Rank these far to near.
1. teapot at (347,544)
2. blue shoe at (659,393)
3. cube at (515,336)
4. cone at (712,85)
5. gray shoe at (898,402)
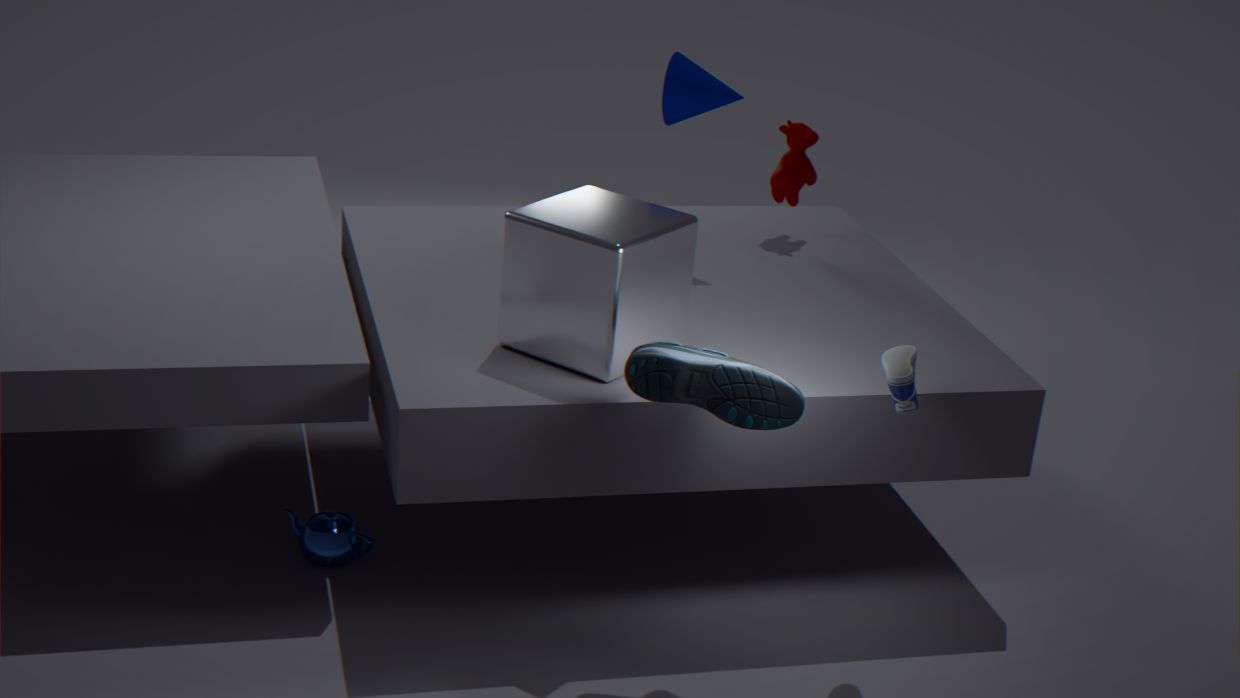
cone at (712,85), teapot at (347,544), cube at (515,336), gray shoe at (898,402), blue shoe at (659,393)
